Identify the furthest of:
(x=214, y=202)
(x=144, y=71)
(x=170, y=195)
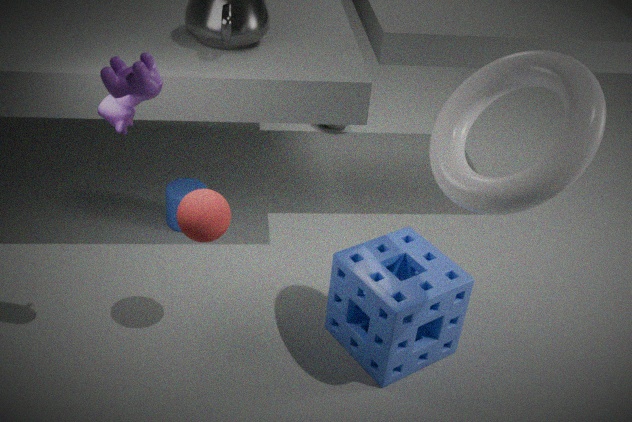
(x=170, y=195)
